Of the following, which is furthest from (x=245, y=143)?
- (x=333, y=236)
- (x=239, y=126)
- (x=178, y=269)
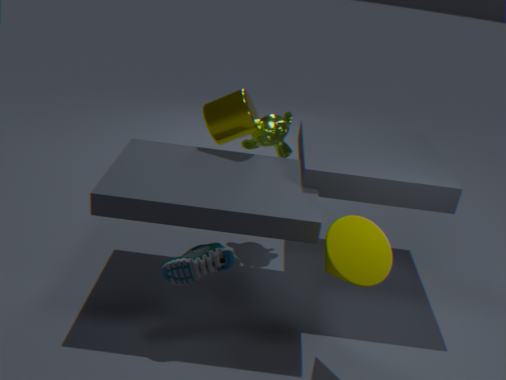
(x=333, y=236)
